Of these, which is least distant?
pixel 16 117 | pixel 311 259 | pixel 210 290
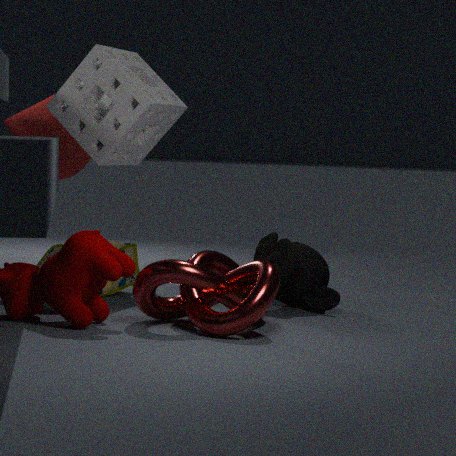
pixel 210 290
